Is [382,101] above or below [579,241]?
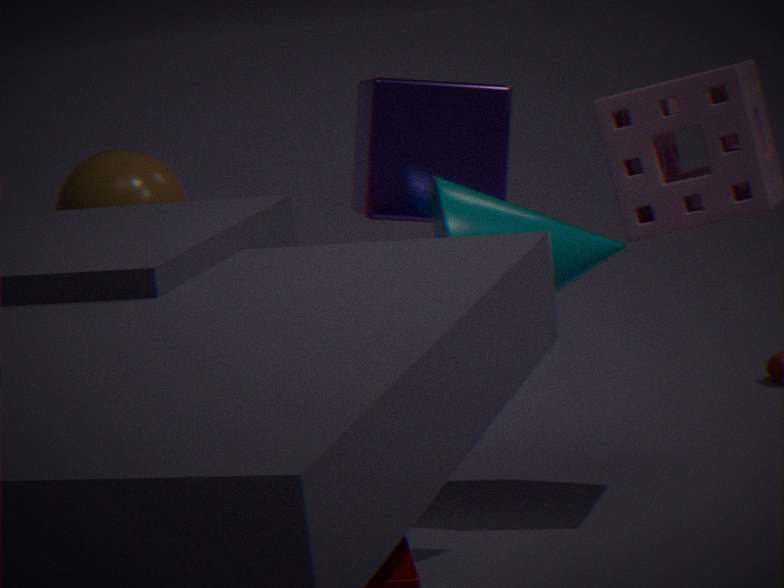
above
